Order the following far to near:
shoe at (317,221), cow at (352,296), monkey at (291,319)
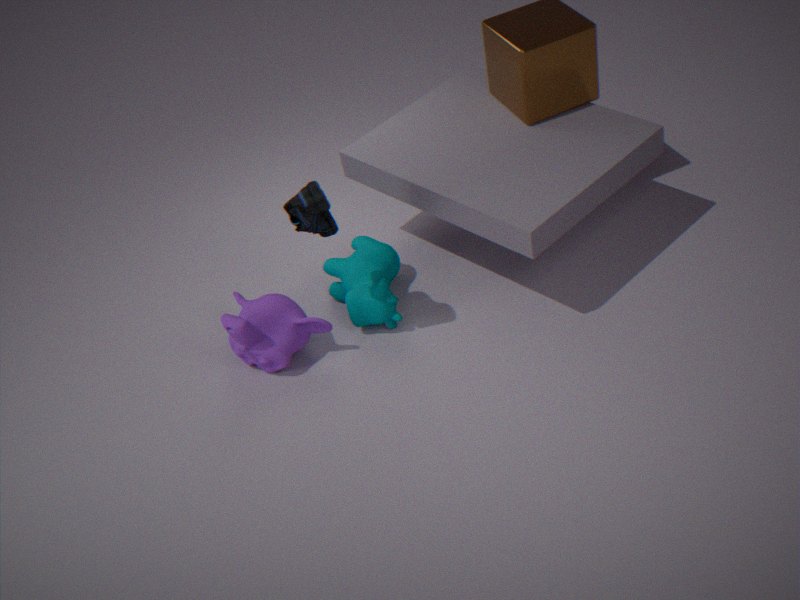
cow at (352,296) → monkey at (291,319) → shoe at (317,221)
